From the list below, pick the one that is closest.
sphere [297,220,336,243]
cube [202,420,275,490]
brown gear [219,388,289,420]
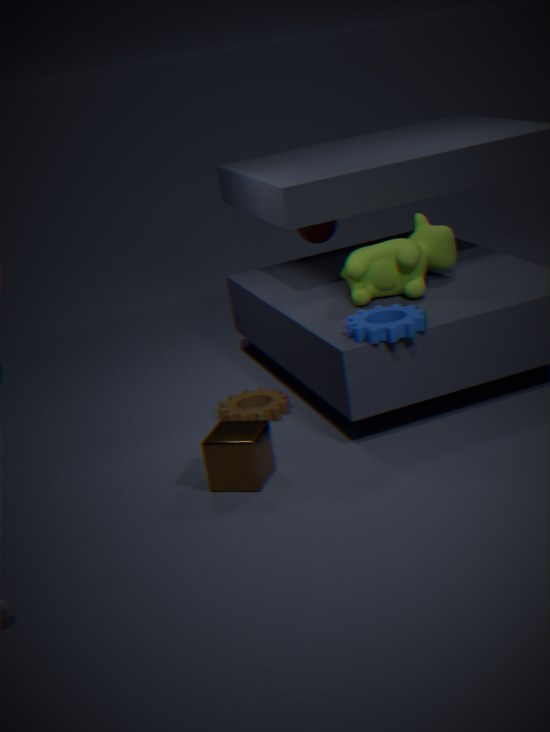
cube [202,420,275,490]
